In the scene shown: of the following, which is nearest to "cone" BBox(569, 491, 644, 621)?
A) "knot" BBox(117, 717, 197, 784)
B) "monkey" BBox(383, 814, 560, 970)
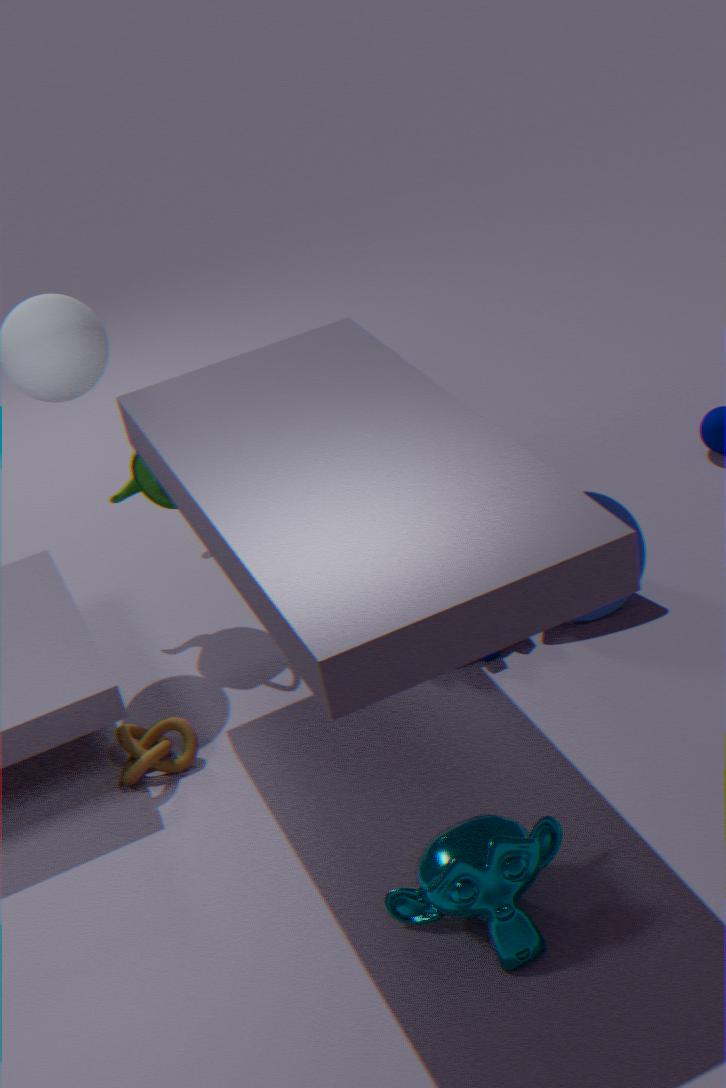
"monkey" BBox(383, 814, 560, 970)
